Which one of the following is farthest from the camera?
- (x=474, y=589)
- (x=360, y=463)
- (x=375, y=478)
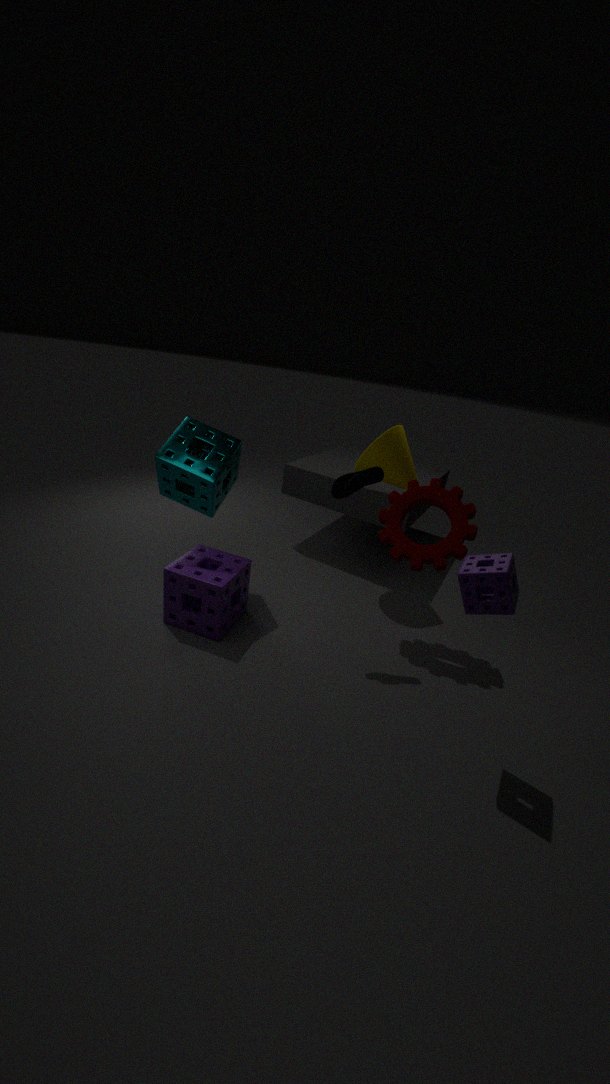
(x=360, y=463)
